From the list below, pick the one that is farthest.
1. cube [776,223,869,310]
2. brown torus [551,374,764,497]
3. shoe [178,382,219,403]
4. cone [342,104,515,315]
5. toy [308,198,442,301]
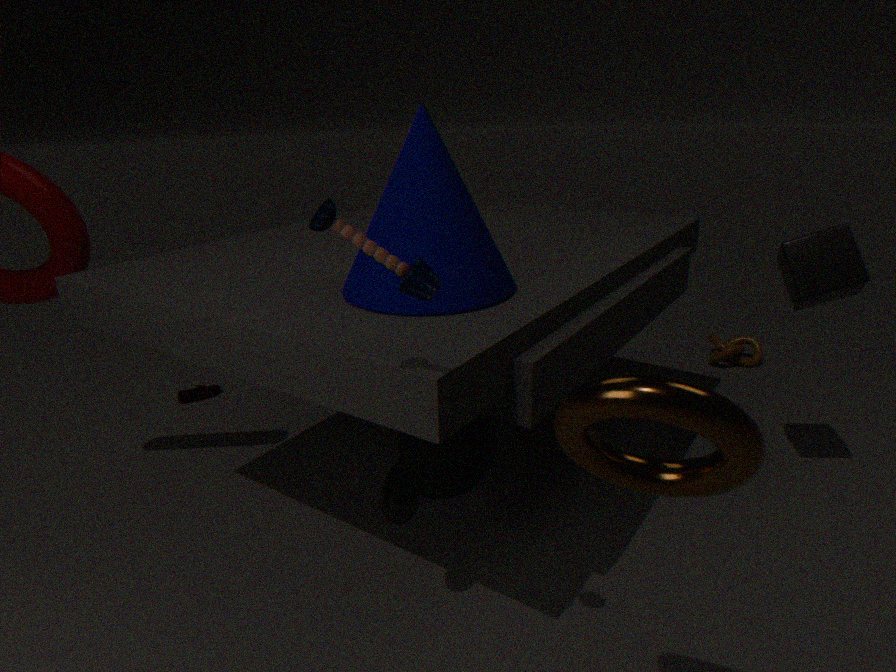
shoe [178,382,219,403]
